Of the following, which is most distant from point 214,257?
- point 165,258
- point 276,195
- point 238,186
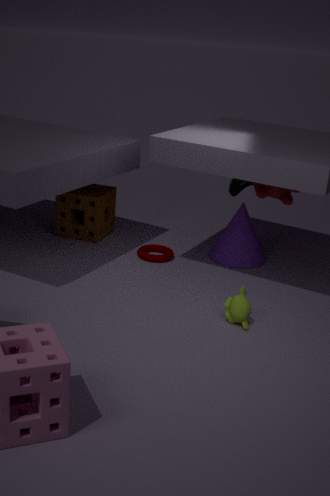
point 165,258
